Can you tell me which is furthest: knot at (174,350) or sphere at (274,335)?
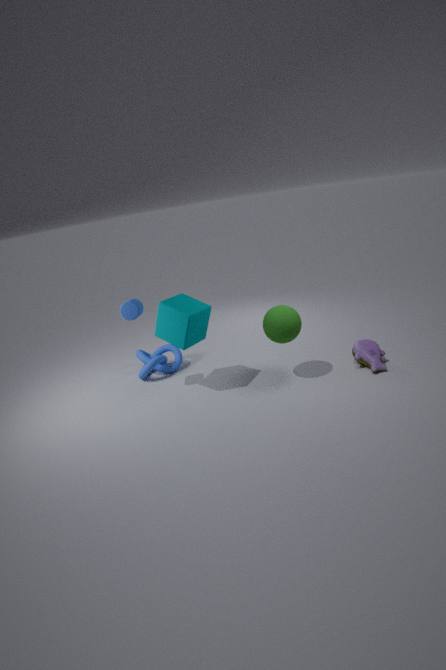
knot at (174,350)
